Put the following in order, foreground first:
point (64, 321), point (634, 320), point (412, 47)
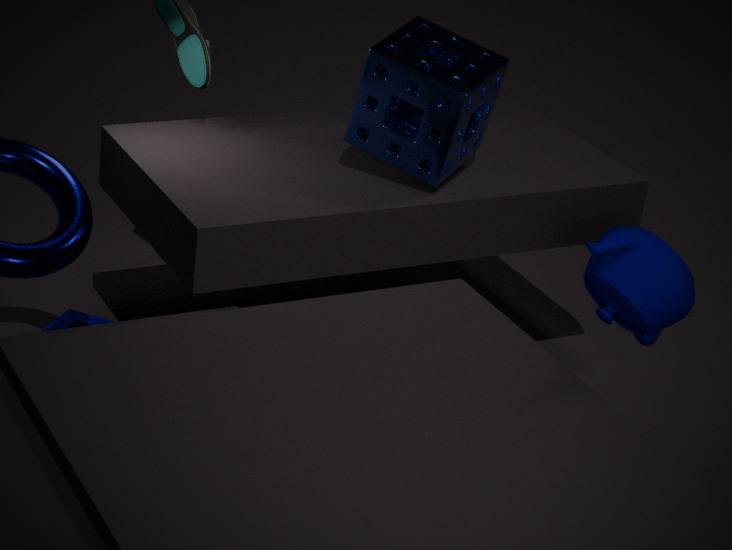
point (634, 320)
point (412, 47)
point (64, 321)
